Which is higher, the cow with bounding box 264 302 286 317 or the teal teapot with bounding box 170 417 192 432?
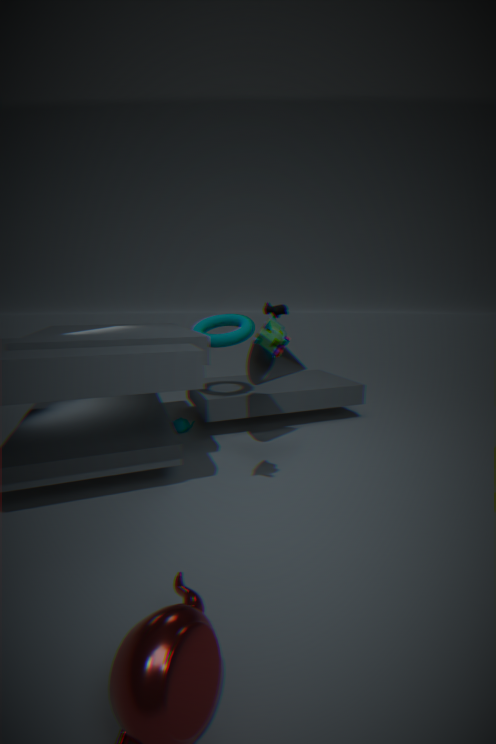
the cow with bounding box 264 302 286 317
